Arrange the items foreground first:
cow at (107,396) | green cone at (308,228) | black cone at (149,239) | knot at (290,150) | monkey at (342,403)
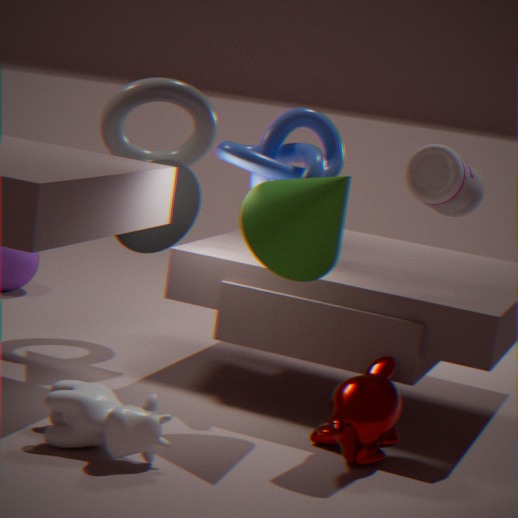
cow at (107,396)
monkey at (342,403)
green cone at (308,228)
knot at (290,150)
black cone at (149,239)
